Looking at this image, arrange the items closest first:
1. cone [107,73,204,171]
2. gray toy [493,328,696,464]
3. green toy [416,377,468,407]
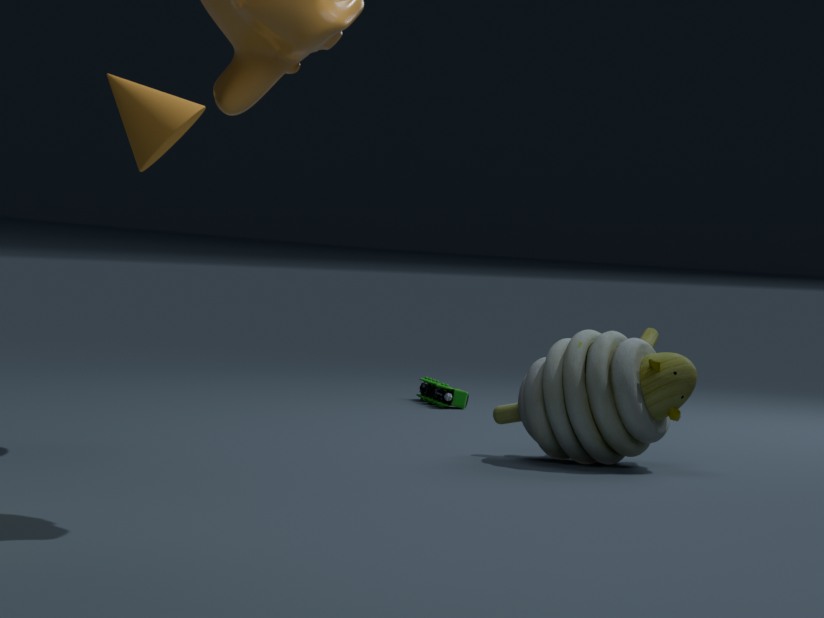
cone [107,73,204,171] → gray toy [493,328,696,464] → green toy [416,377,468,407]
